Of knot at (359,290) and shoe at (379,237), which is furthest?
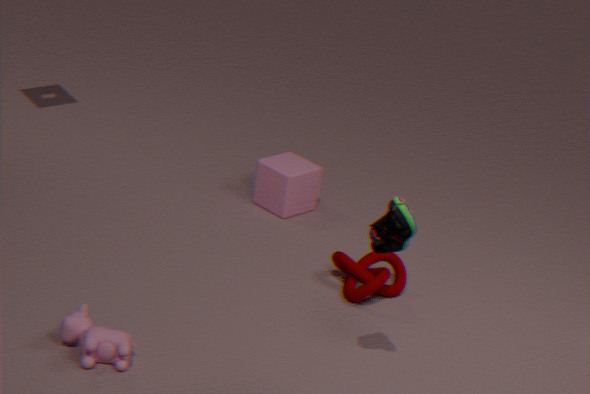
Answer: knot at (359,290)
